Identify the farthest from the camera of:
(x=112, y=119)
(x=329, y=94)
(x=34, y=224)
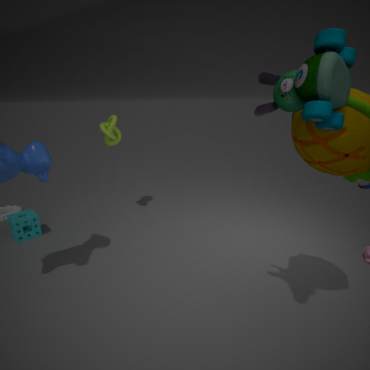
(x=112, y=119)
